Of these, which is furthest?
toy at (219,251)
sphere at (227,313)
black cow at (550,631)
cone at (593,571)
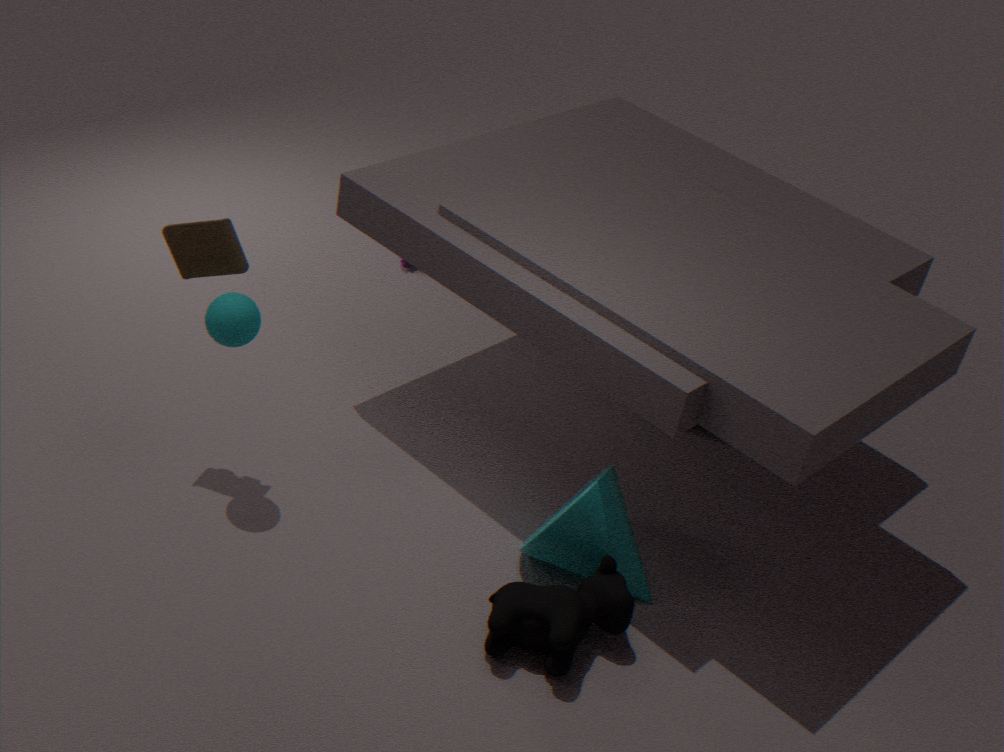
toy at (219,251)
